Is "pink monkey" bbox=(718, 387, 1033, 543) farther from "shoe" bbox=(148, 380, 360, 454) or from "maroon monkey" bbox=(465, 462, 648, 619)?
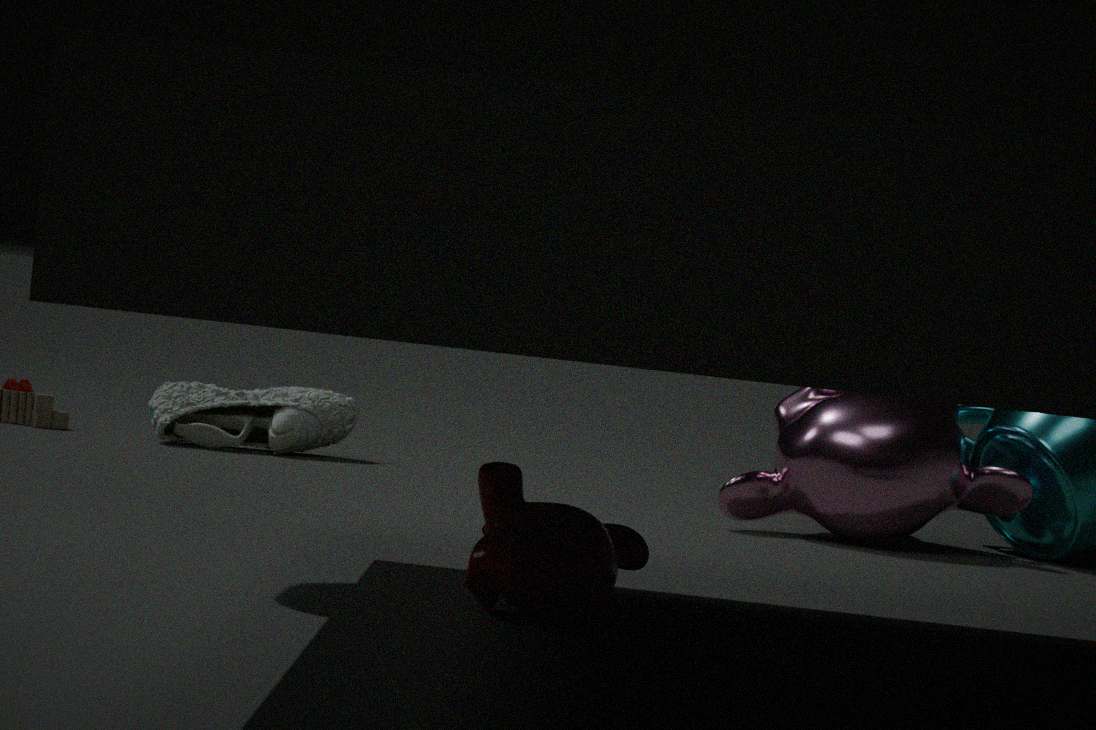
"maroon monkey" bbox=(465, 462, 648, 619)
